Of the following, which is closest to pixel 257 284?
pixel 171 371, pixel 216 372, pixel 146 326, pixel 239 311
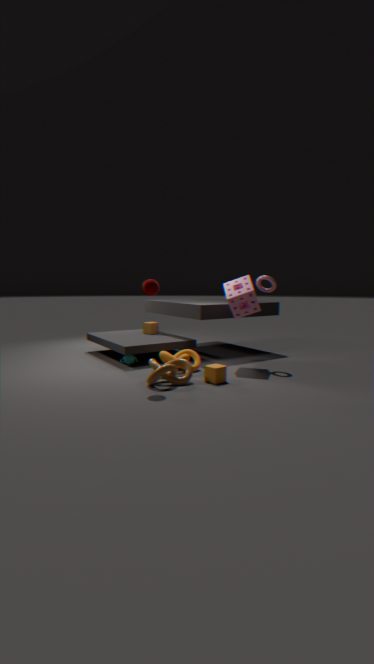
pixel 239 311
